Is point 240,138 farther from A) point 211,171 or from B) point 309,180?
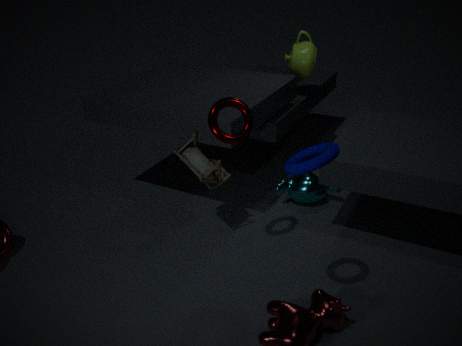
B) point 309,180
